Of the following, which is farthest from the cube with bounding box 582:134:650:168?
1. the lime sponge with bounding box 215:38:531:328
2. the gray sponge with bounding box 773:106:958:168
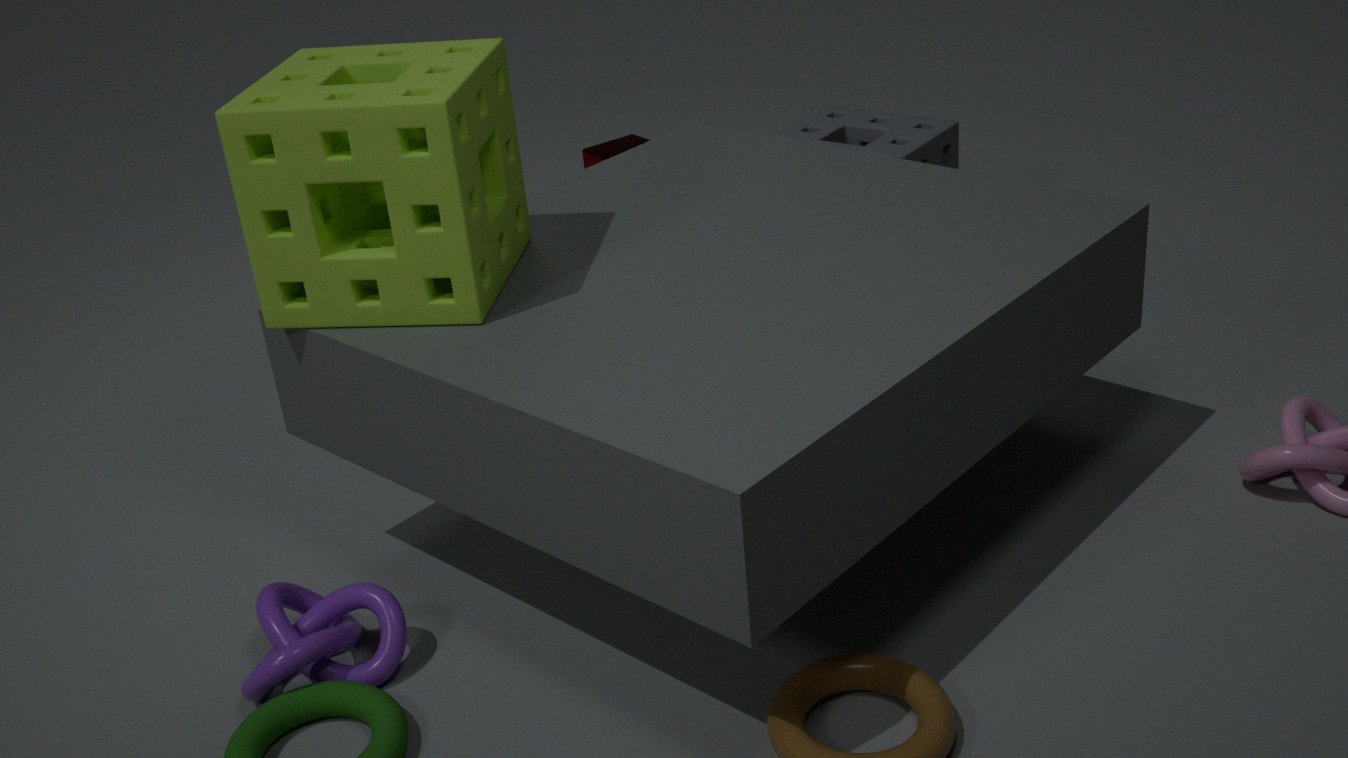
the lime sponge with bounding box 215:38:531:328
